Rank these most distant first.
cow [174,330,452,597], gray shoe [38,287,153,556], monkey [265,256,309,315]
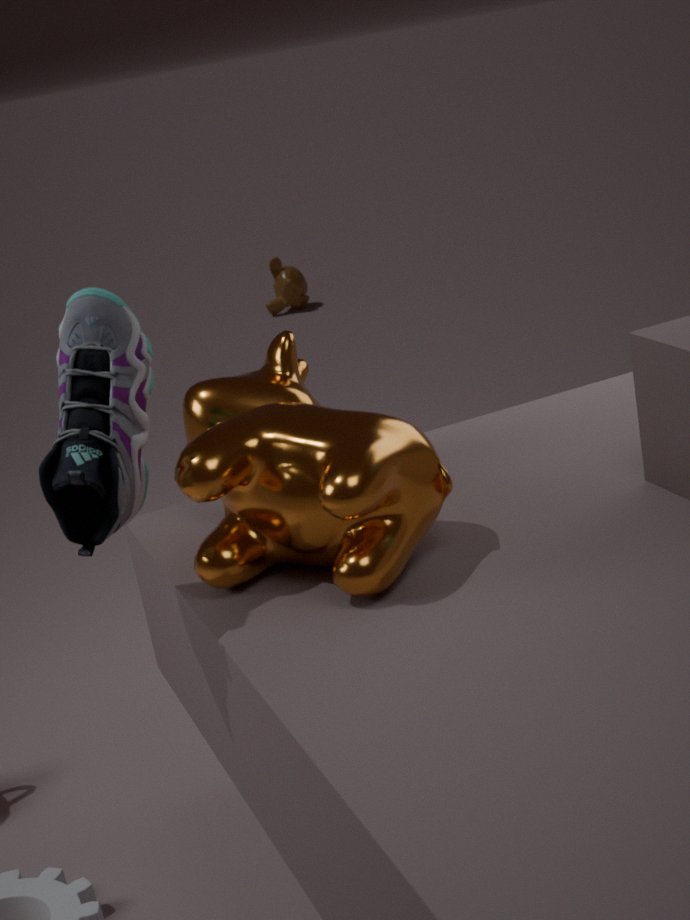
monkey [265,256,309,315], cow [174,330,452,597], gray shoe [38,287,153,556]
